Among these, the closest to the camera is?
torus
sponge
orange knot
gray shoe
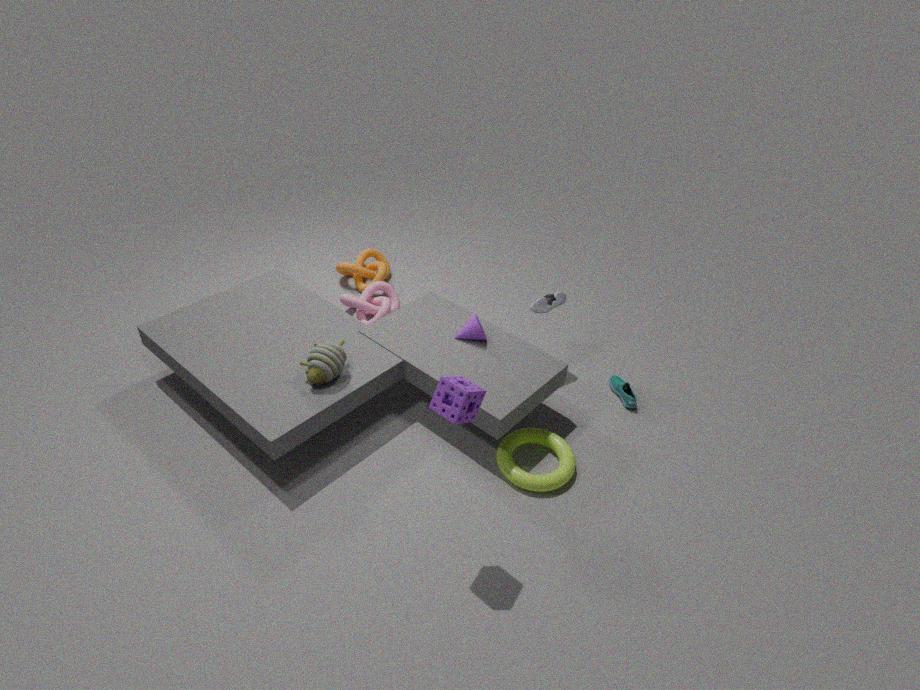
sponge
